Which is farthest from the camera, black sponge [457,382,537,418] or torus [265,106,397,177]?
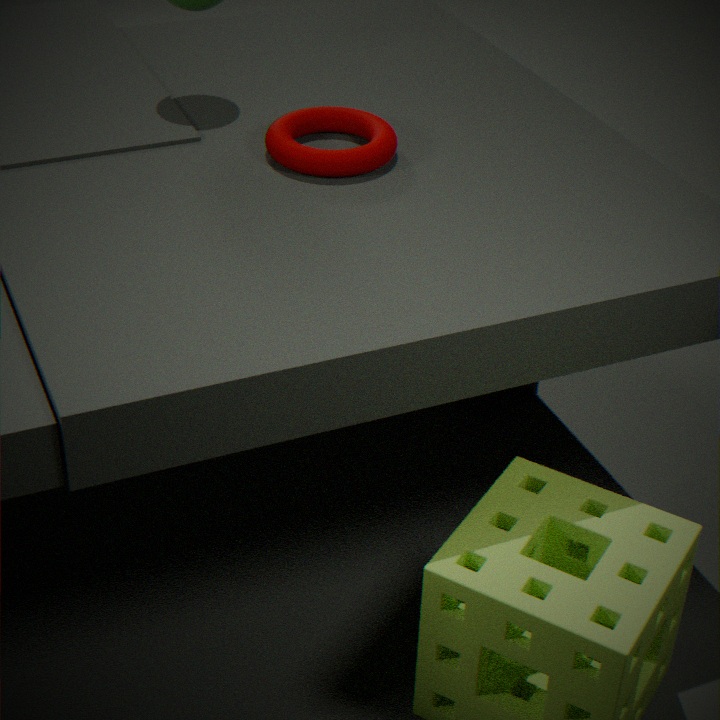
black sponge [457,382,537,418]
